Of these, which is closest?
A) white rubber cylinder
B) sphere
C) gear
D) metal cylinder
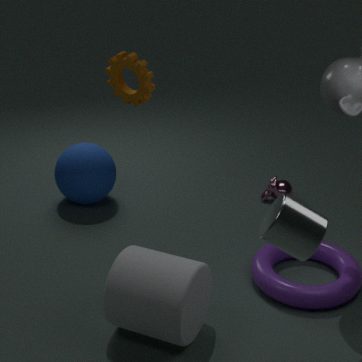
metal cylinder
